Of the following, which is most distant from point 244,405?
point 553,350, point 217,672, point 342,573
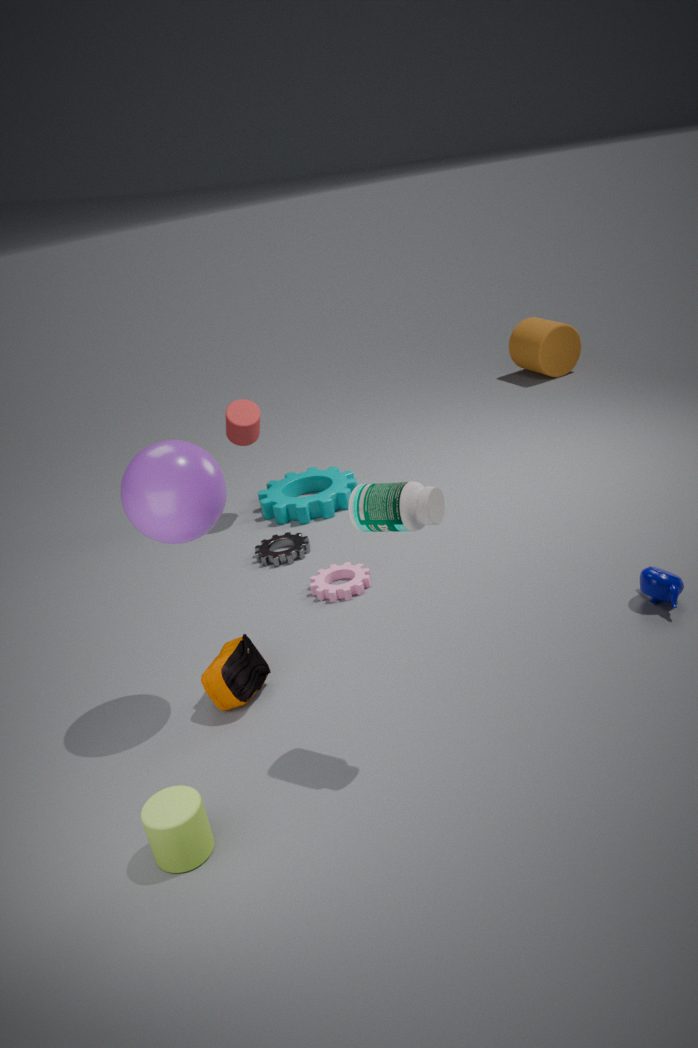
point 553,350
